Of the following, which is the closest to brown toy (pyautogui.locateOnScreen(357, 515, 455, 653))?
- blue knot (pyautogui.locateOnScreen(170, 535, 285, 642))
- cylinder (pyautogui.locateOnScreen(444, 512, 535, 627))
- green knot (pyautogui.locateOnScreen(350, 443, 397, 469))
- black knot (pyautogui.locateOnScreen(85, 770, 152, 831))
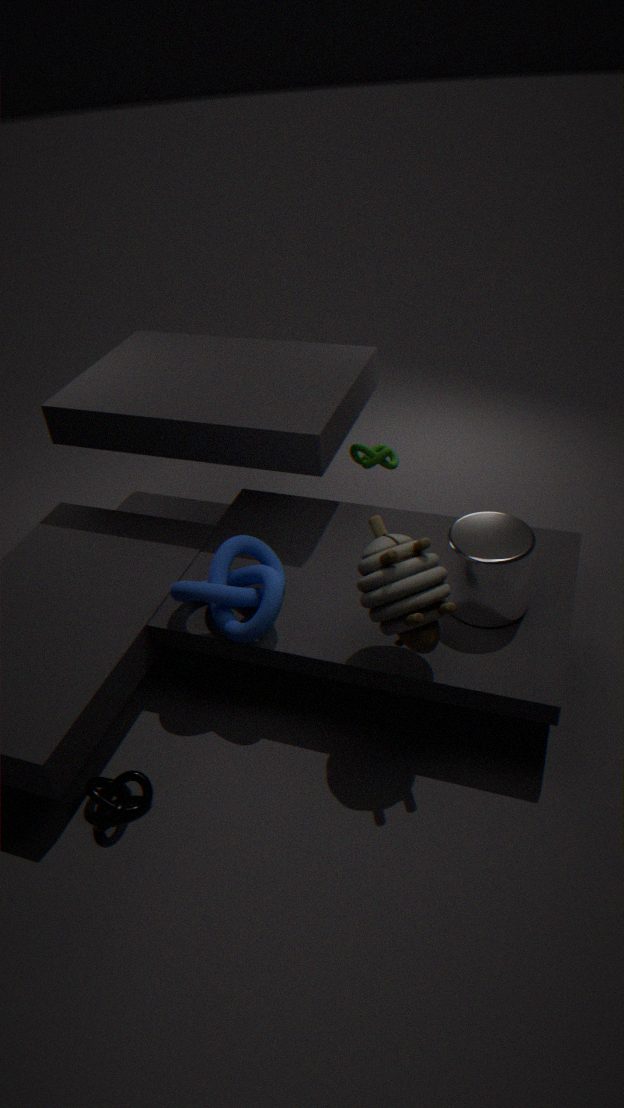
cylinder (pyautogui.locateOnScreen(444, 512, 535, 627))
